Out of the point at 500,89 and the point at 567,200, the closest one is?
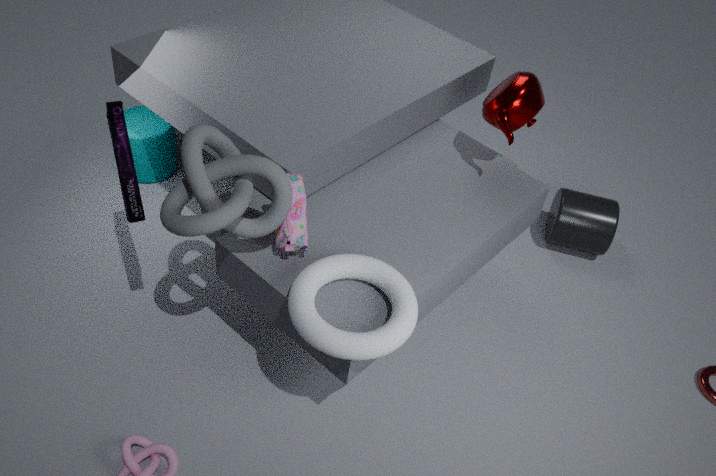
the point at 500,89
